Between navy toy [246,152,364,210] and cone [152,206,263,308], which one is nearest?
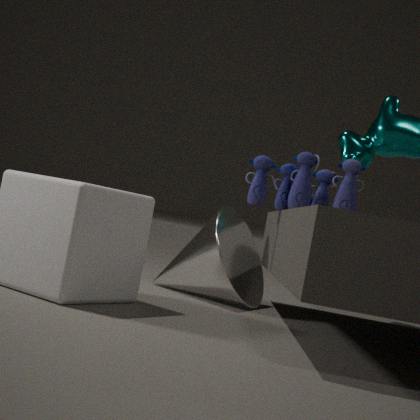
navy toy [246,152,364,210]
